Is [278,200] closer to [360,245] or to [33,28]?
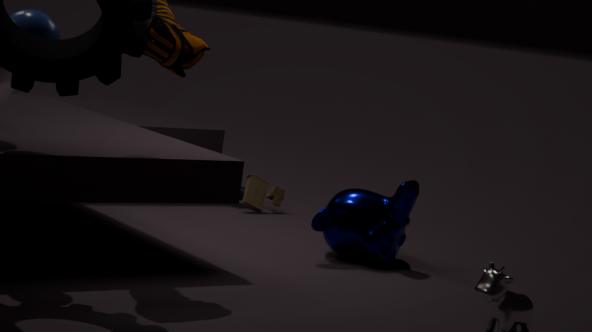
[360,245]
